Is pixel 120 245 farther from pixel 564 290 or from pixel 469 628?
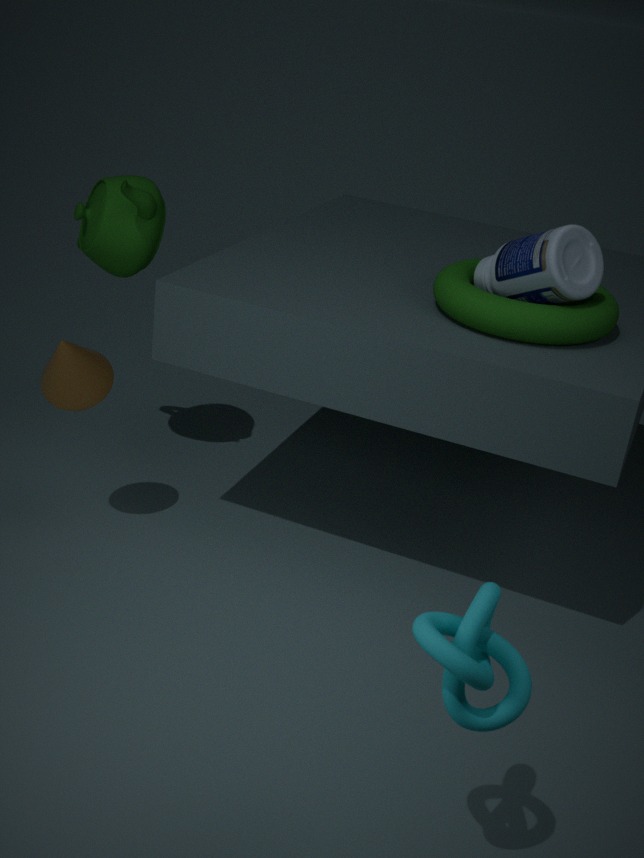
pixel 469 628
